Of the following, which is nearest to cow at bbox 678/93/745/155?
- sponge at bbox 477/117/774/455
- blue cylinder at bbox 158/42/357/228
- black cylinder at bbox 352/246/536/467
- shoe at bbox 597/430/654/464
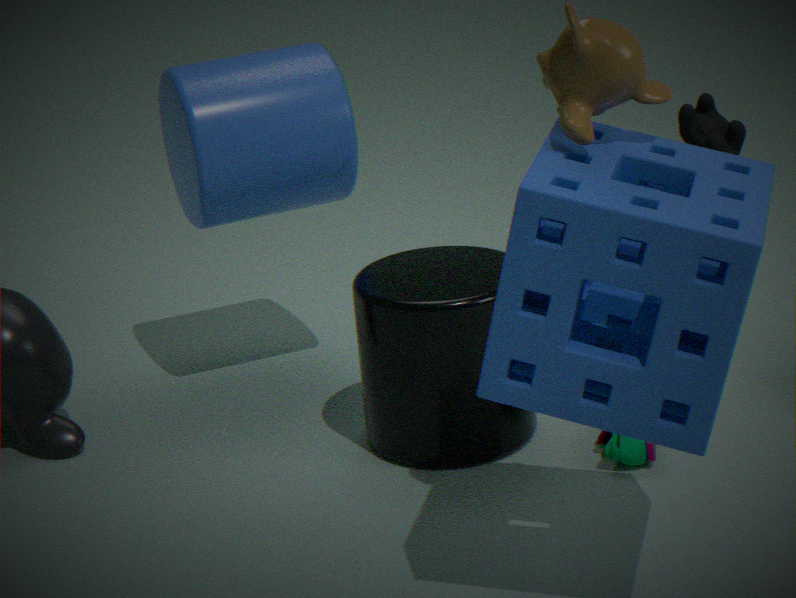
shoe at bbox 597/430/654/464
